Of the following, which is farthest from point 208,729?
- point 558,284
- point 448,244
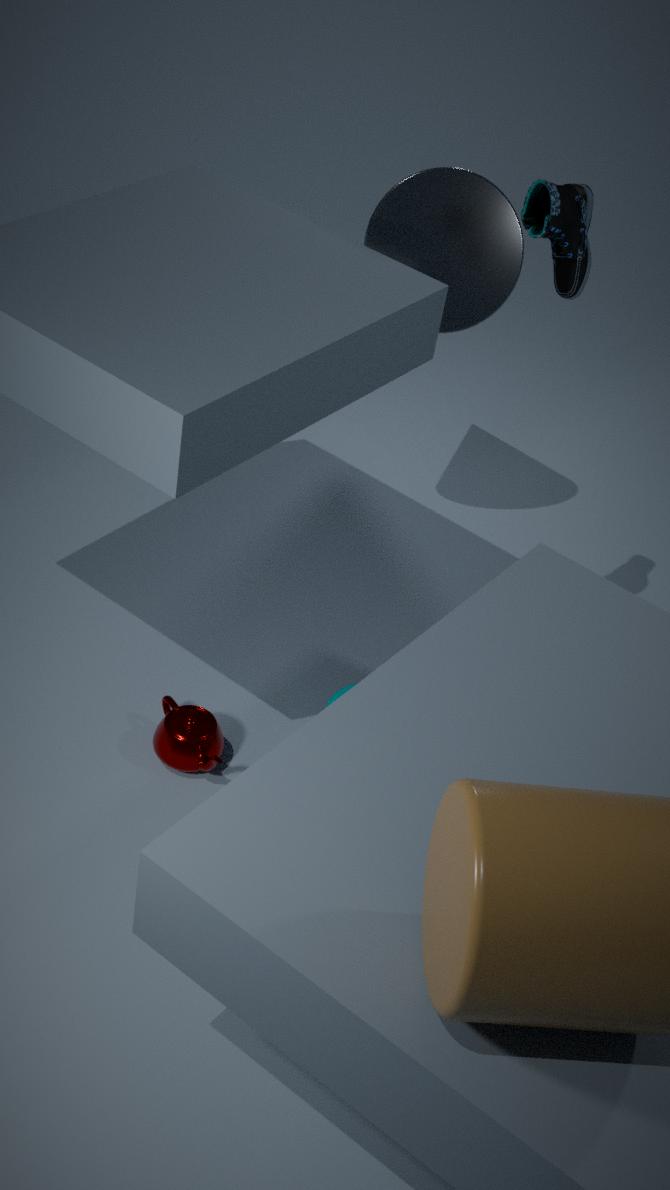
point 448,244
